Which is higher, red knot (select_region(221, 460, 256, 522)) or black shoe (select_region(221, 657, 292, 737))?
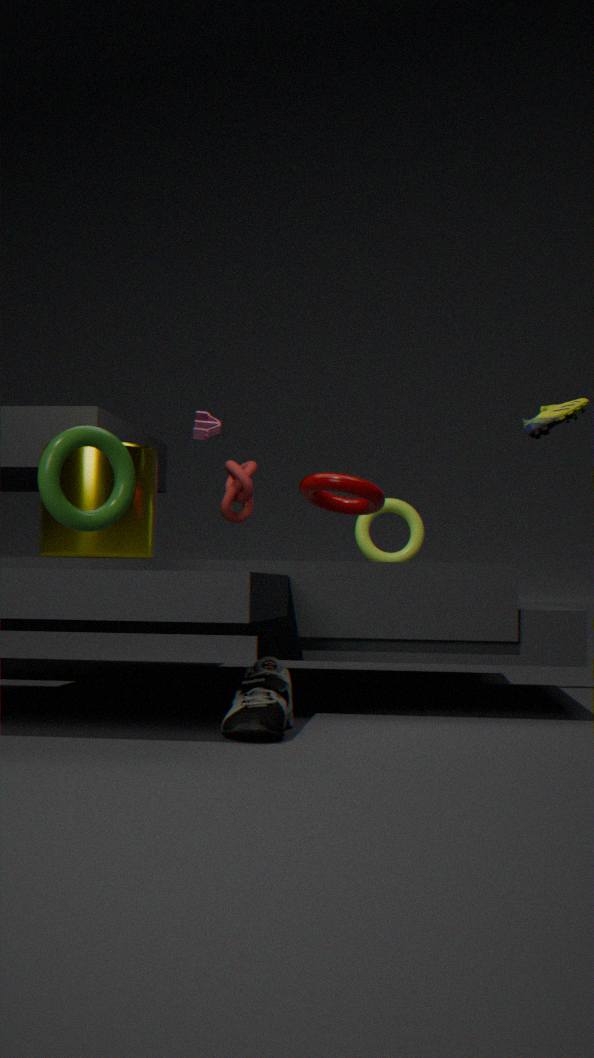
red knot (select_region(221, 460, 256, 522))
